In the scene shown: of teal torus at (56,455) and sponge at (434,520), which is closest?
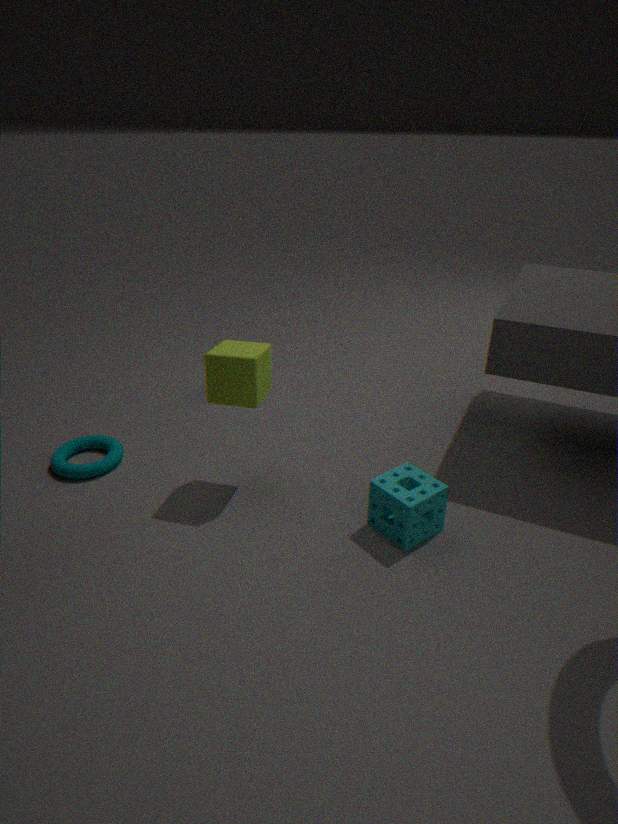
sponge at (434,520)
